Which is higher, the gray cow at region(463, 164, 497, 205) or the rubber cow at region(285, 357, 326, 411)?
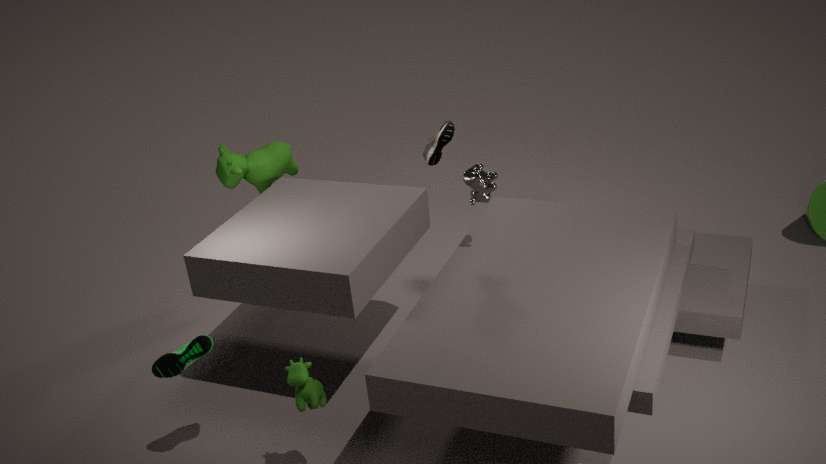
the gray cow at region(463, 164, 497, 205)
